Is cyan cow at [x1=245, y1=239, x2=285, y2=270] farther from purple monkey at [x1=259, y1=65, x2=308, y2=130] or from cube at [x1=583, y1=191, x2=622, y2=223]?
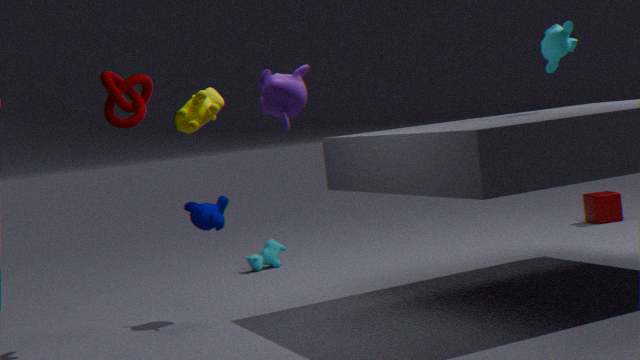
purple monkey at [x1=259, y1=65, x2=308, y2=130]
